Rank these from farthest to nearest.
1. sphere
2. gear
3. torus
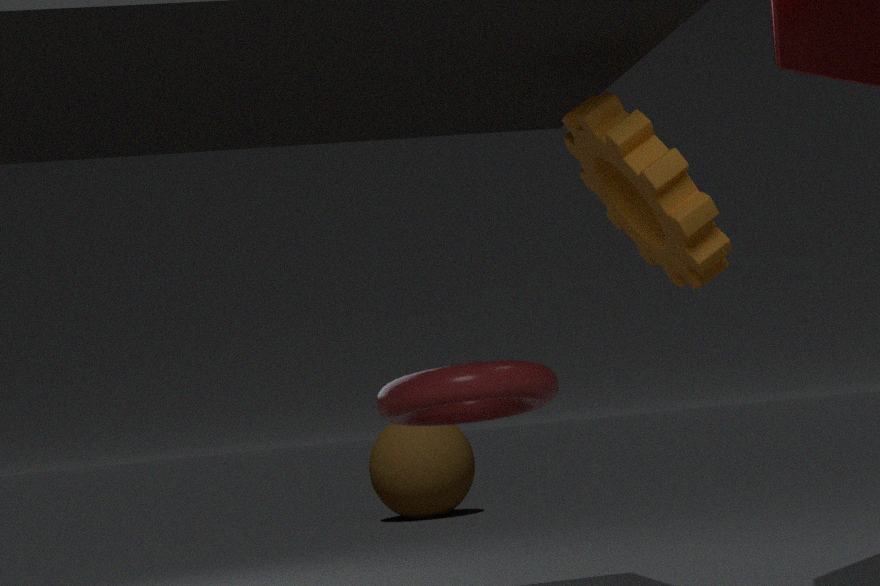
sphere < torus < gear
